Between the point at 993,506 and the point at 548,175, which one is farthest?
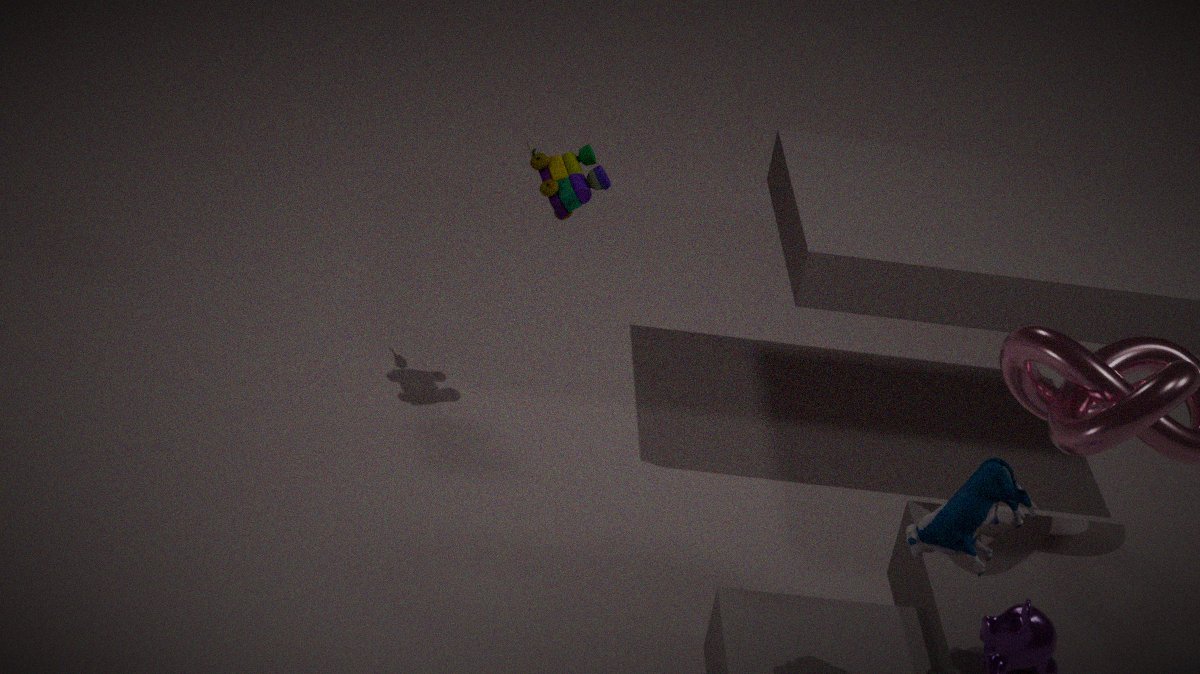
the point at 548,175
